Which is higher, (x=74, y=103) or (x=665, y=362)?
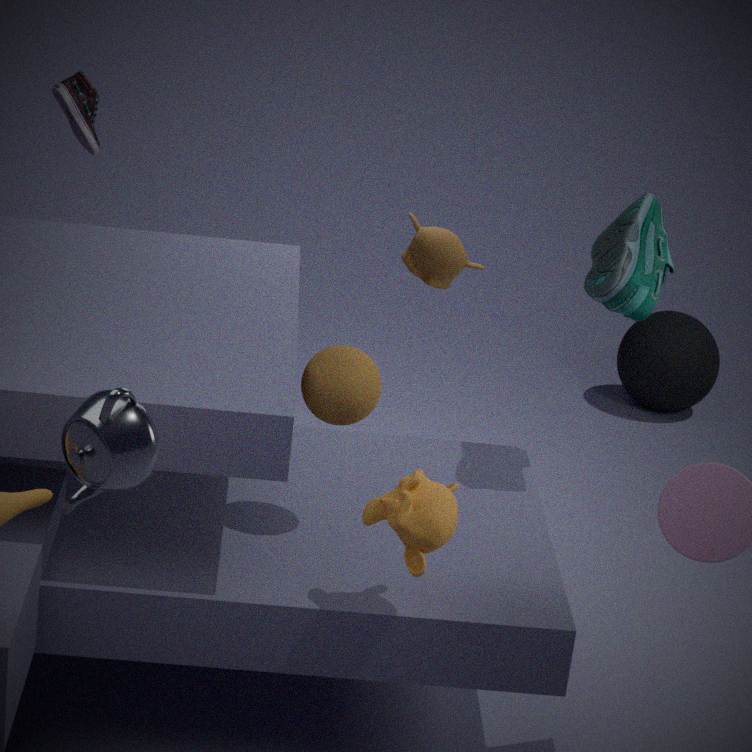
(x=74, y=103)
